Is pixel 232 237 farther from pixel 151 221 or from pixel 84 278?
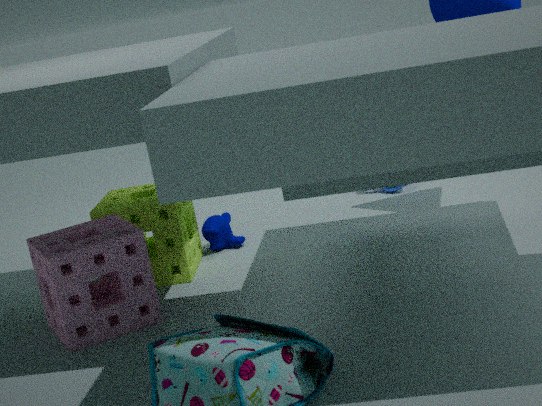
pixel 84 278
